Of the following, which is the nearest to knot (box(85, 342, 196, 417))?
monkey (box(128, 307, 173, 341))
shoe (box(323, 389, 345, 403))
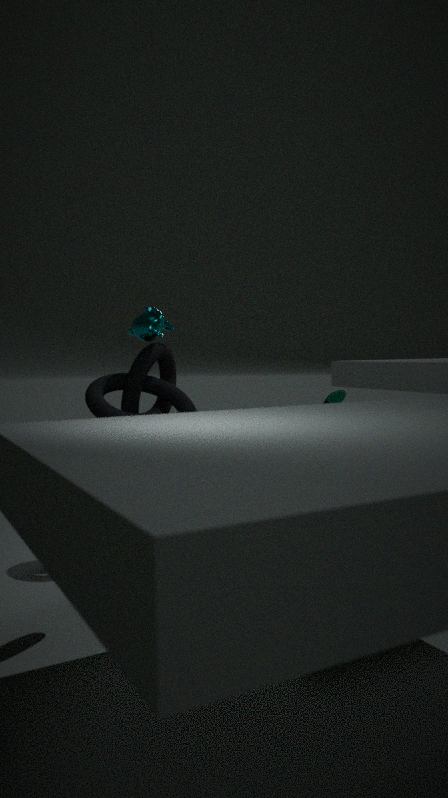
monkey (box(128, 307, 173, 341))
